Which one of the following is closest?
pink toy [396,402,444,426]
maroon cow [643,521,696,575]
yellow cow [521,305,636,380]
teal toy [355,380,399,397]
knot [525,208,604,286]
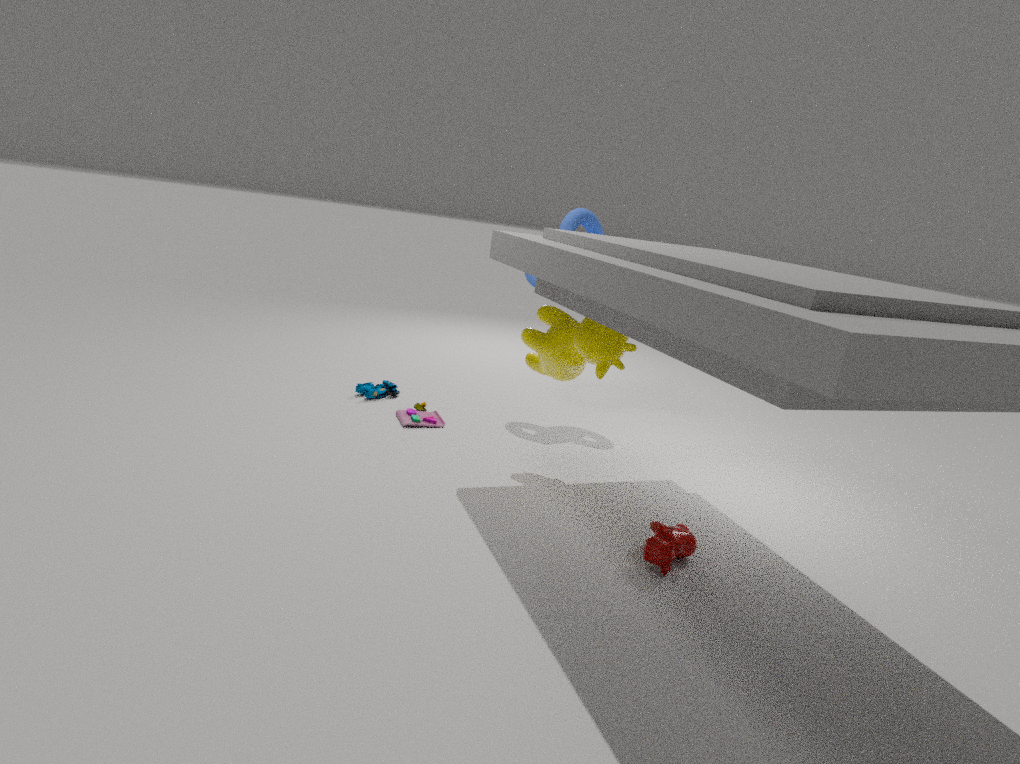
maroon cow [643,521,696,575]
